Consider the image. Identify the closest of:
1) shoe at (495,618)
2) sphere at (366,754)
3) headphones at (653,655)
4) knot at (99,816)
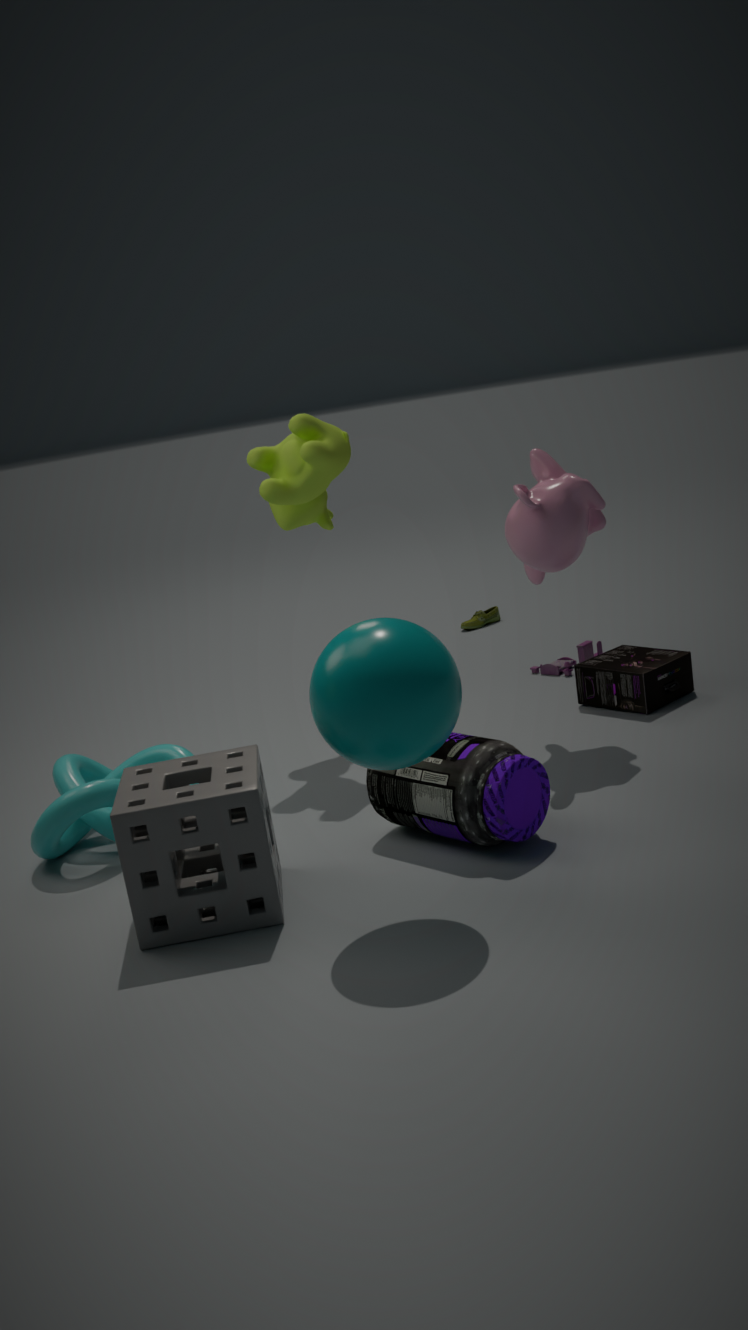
2. sphere at (366,754)
